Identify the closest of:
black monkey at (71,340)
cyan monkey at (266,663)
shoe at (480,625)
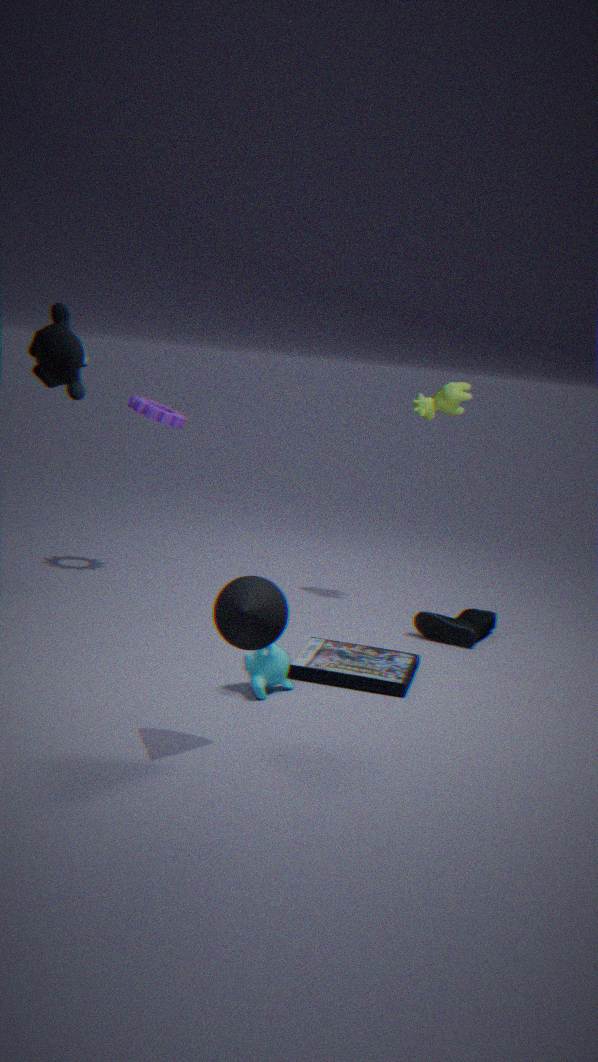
black monkey at (71,340)
